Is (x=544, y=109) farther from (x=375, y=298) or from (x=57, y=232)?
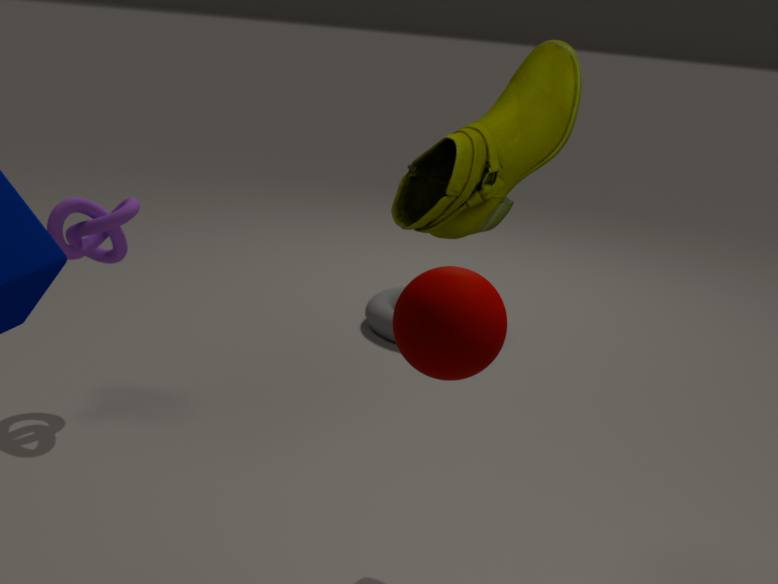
(x=375, y=298)
